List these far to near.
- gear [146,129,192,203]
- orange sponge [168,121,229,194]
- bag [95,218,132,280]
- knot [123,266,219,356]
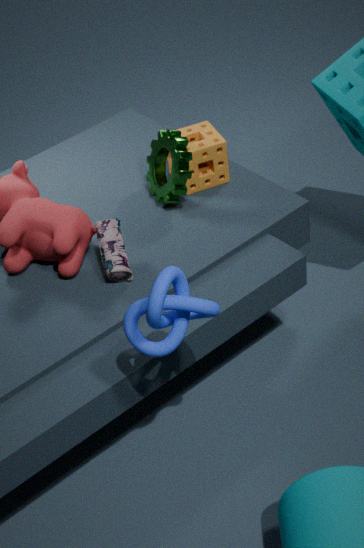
orange sponge [168,121,229,194] < gear [146,129,192,203] < bag [95,218,132,280] < knot [123,266,219,356]
